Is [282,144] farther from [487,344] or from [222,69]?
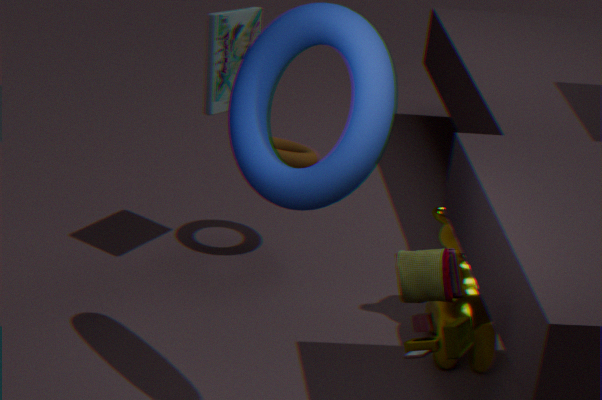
[487,344]
